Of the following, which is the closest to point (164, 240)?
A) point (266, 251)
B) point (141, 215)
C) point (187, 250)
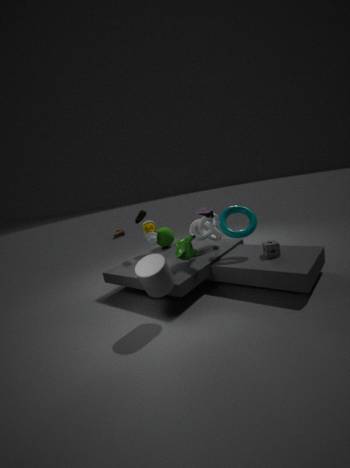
point (141, 215)
